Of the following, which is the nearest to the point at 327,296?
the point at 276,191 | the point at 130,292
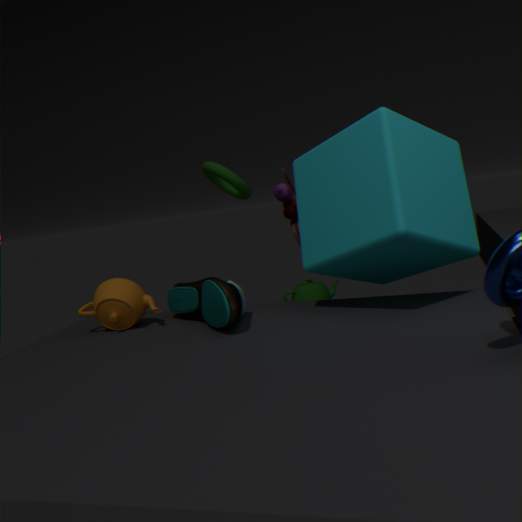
the point at 276,191
